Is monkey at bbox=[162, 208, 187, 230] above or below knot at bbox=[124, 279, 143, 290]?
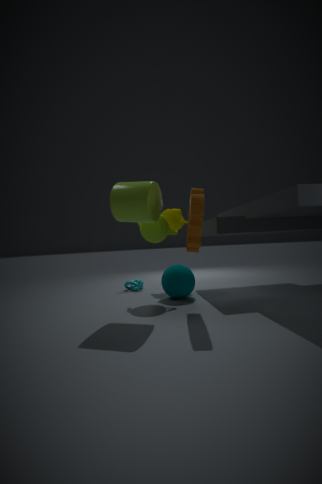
above
